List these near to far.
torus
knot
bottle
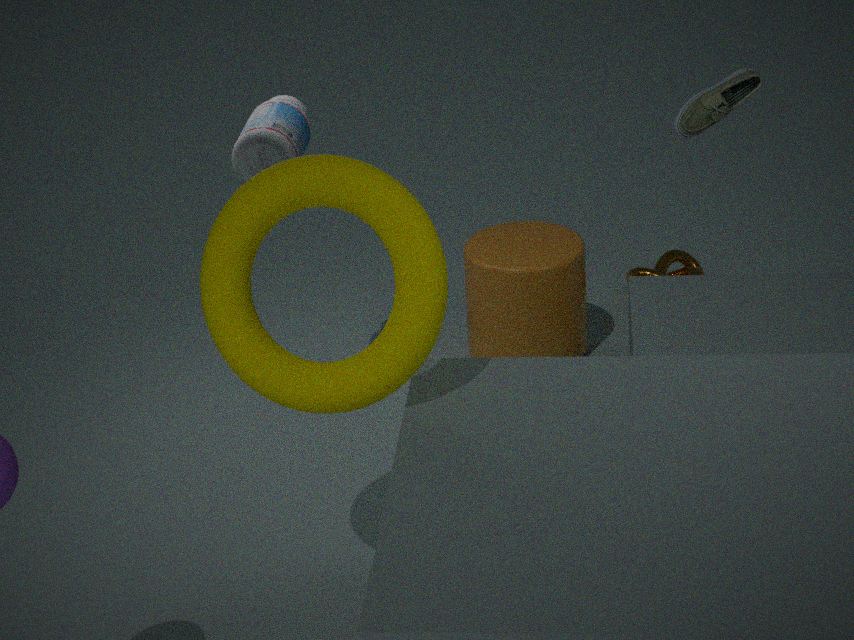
1. torus
2. bottle
3. knot
